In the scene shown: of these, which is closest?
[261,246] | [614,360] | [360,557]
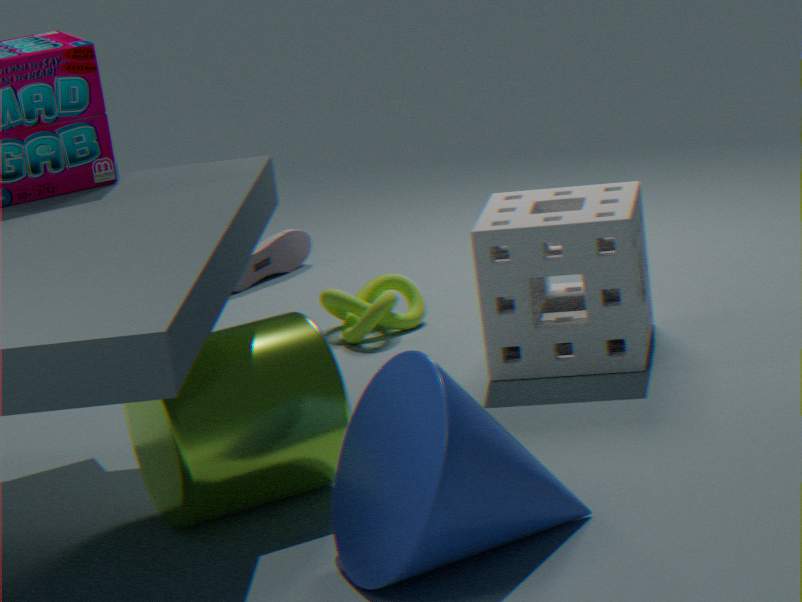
[360,557]
